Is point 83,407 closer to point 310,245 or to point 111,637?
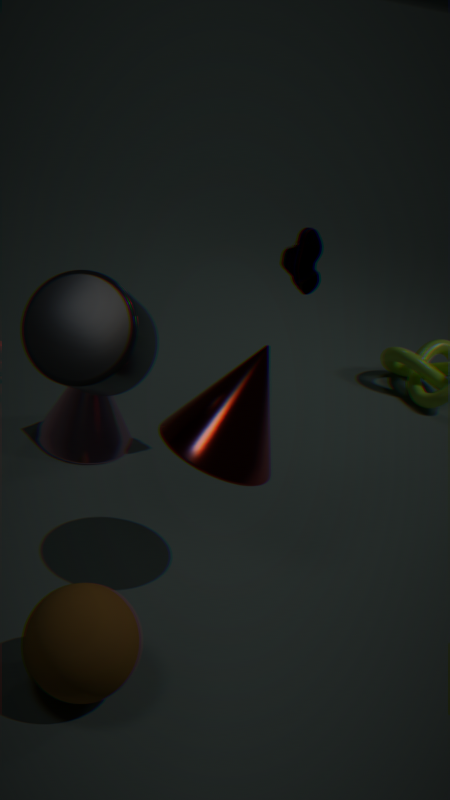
point 310,245
